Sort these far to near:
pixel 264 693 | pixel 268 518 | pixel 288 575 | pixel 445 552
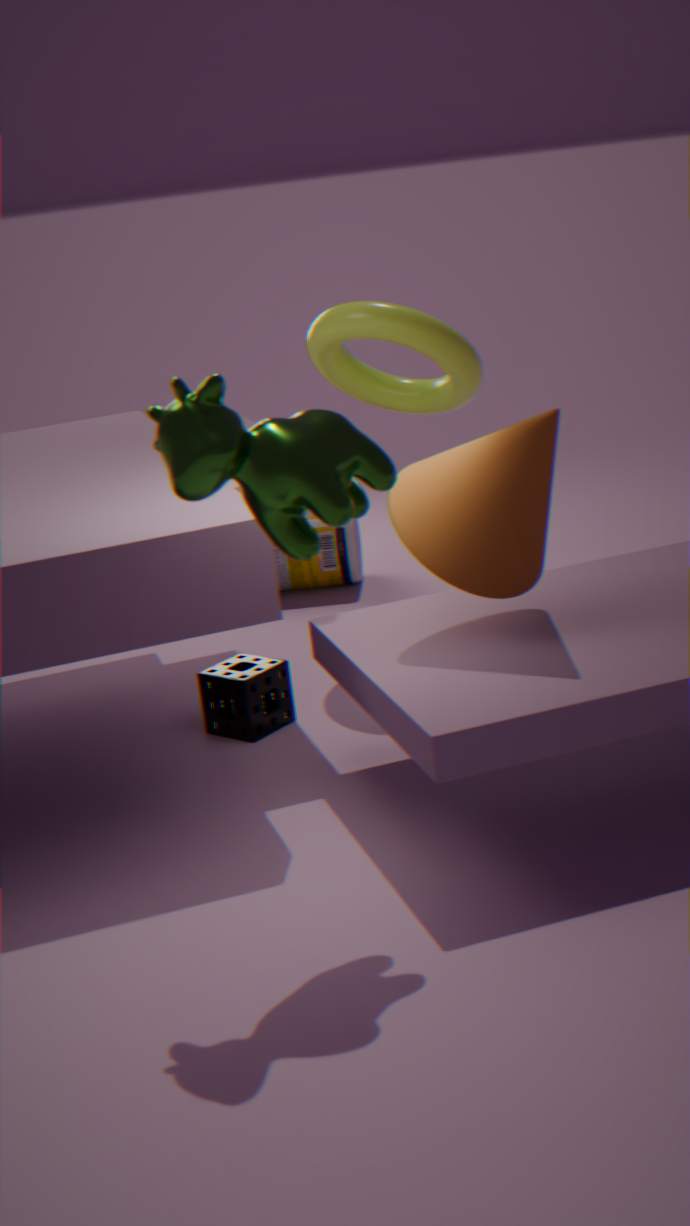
pixel 288 575, pixel 264 693, pixel 445 552, pixel 268 518
